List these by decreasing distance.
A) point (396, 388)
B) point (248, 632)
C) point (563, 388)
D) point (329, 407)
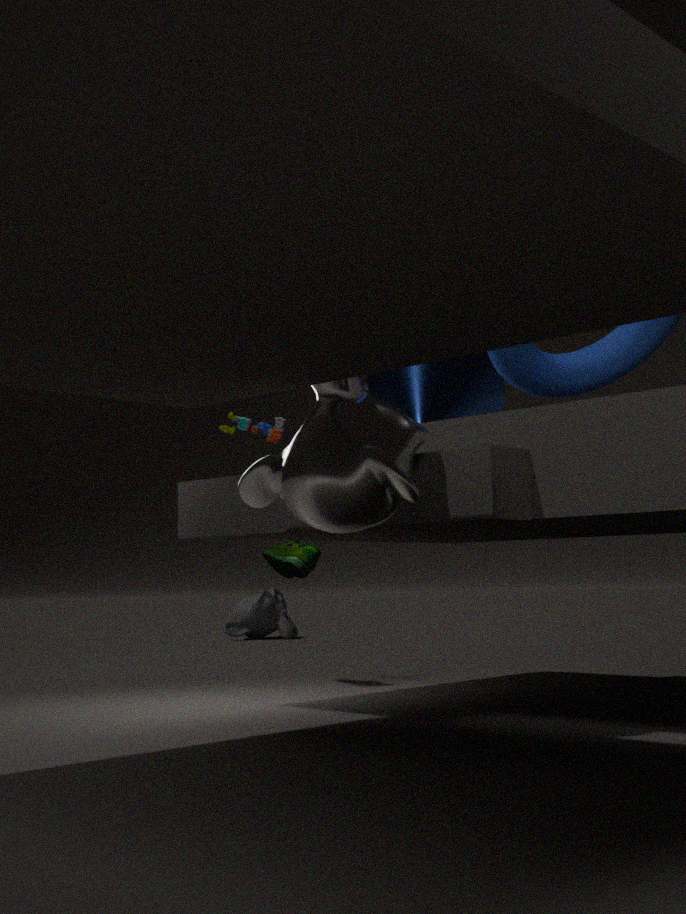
1. B. point (248, 632)
2. A. point (396, 388)
3. C. point (563, 388)
4. D. point (329, 407)
